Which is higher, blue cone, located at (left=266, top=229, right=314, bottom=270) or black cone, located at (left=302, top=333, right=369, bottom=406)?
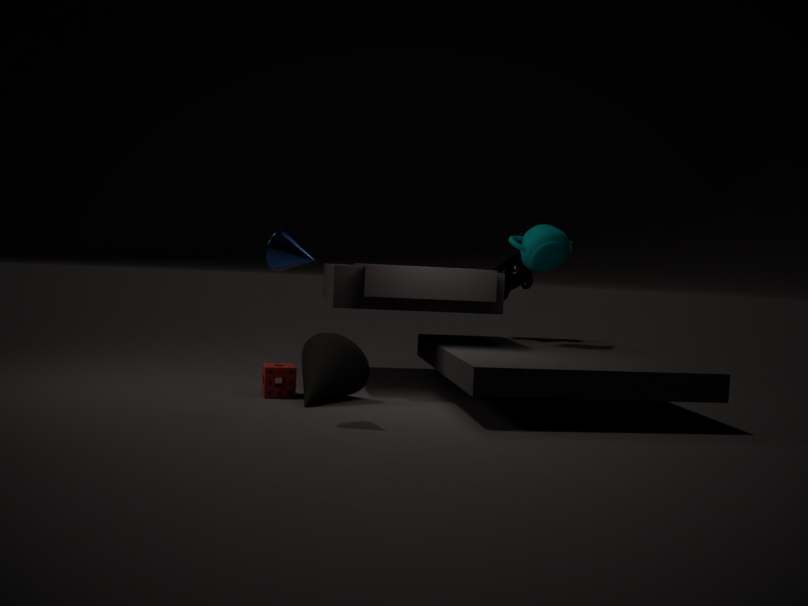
blue cone, located at (left=266, top=229, right=314, bottom=270)
